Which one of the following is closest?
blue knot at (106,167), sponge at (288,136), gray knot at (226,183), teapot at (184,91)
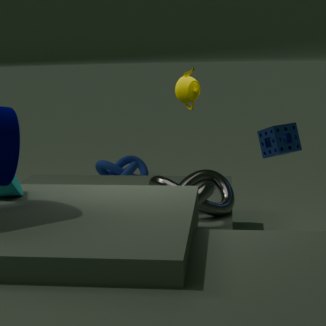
gray knot at (226,183)
